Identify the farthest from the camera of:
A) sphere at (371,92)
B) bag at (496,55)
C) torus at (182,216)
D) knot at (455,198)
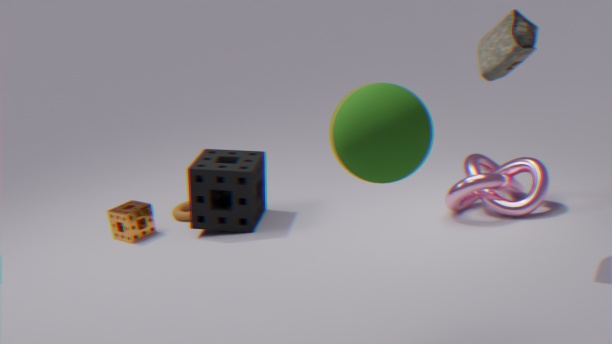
torus at (182,216)
